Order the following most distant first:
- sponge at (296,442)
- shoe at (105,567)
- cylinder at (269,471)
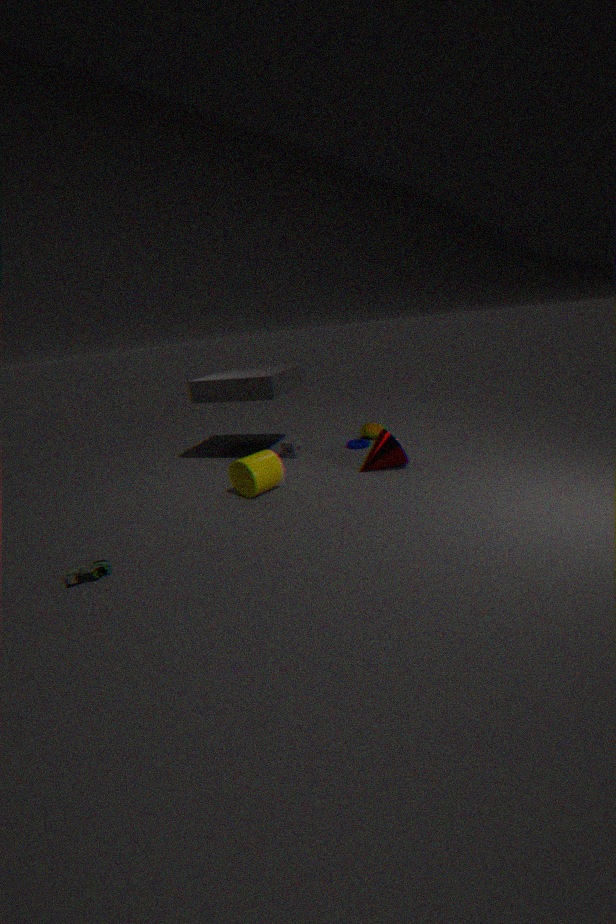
sponge at (296,442) < cylinder at (269,471) < shoe at (105,567)
